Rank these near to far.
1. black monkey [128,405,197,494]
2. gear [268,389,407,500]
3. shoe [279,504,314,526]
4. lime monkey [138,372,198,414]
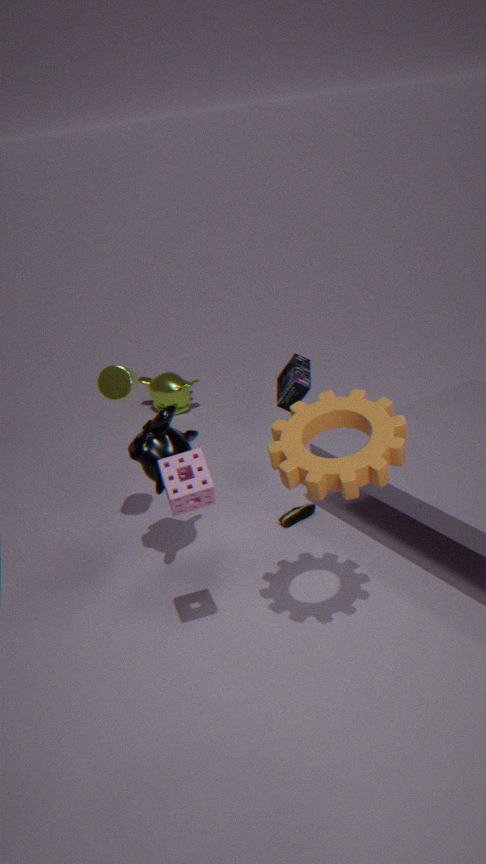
gear [268,389,407,500], black monkey [128,405,197,494], shoe [279,504,314,526], lime monkey [138,372,198,414]
